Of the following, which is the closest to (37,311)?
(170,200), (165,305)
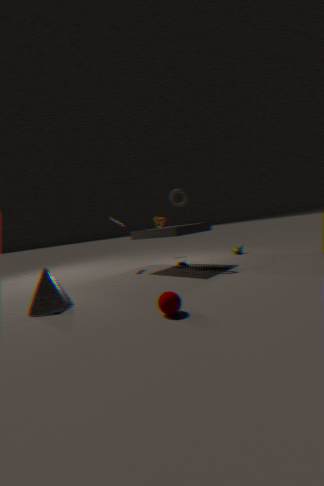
(165,305)
